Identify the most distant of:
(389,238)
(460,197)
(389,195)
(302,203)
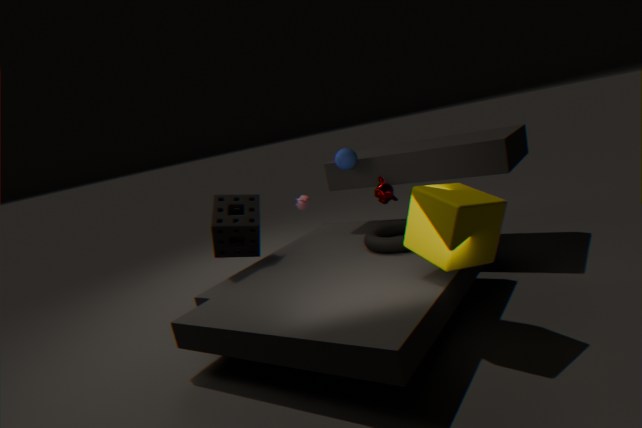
(302,203)
